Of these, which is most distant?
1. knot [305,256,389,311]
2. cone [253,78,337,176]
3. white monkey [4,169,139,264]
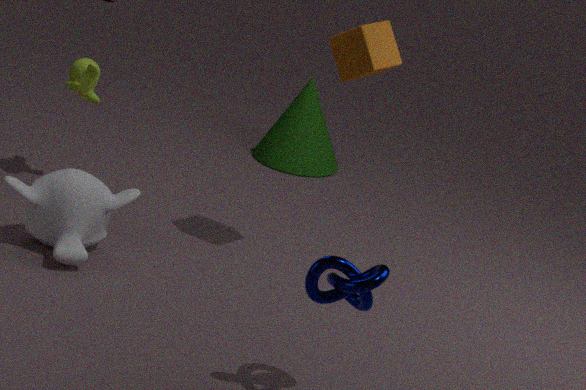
cone [253,78,337,176]
